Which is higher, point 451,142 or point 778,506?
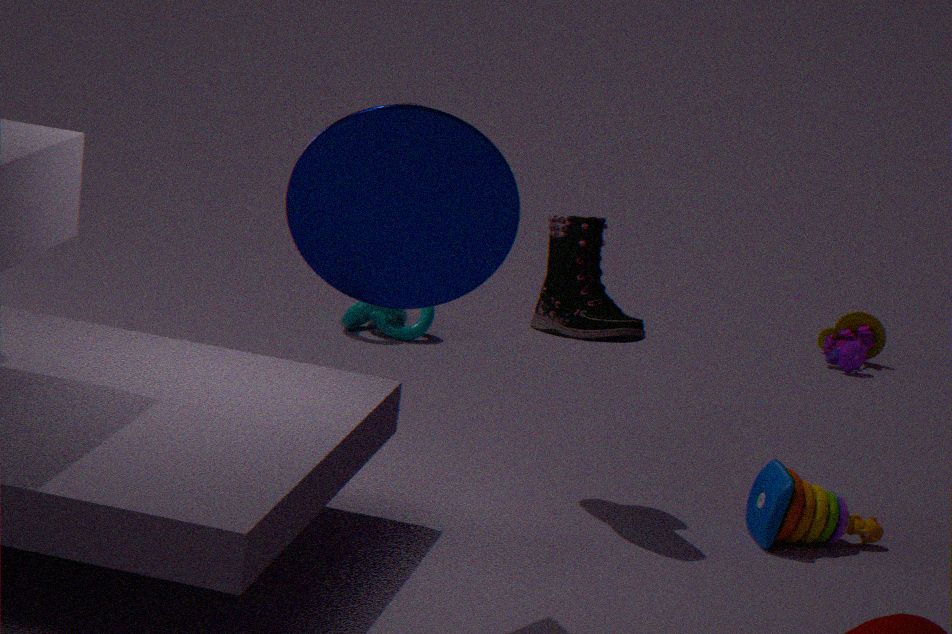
point 451,142
